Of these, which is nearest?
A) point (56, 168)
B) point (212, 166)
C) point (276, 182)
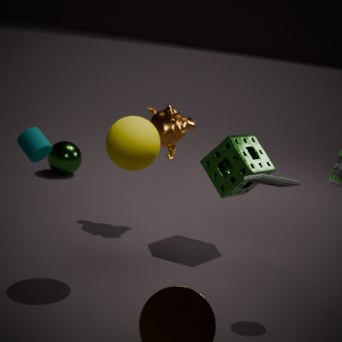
point (276, 182)
